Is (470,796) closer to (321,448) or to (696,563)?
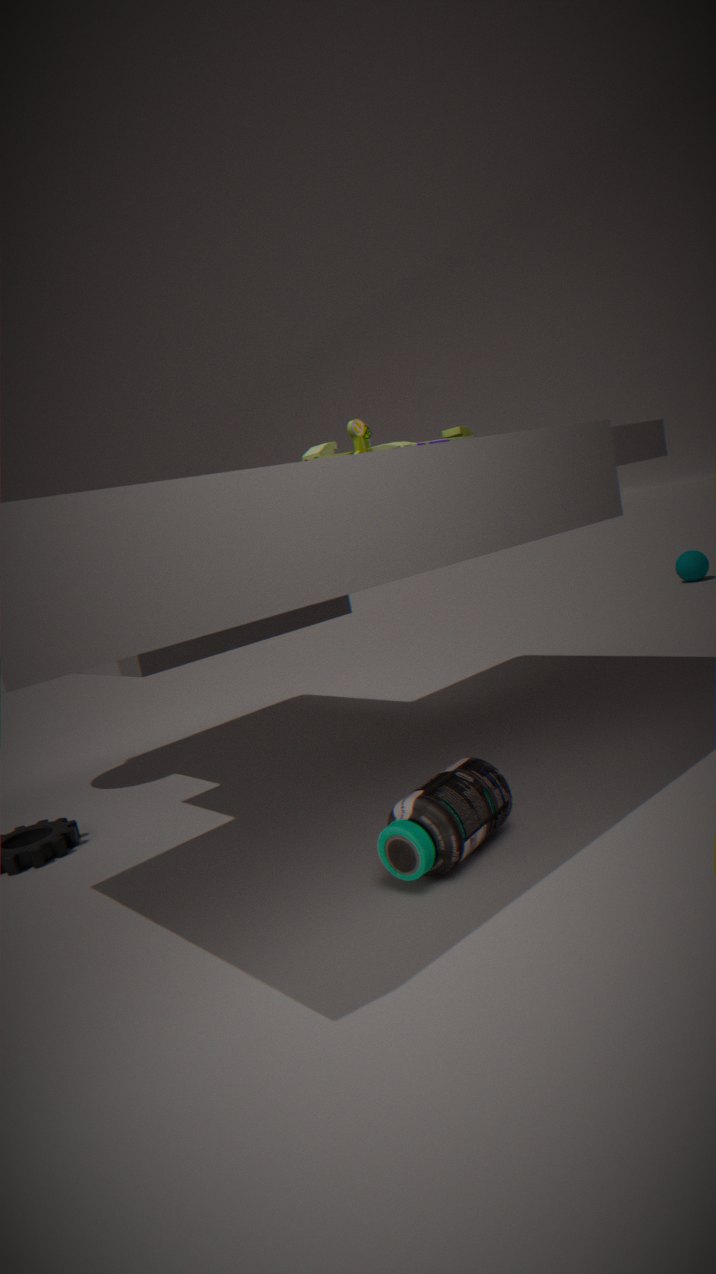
(321,448)
